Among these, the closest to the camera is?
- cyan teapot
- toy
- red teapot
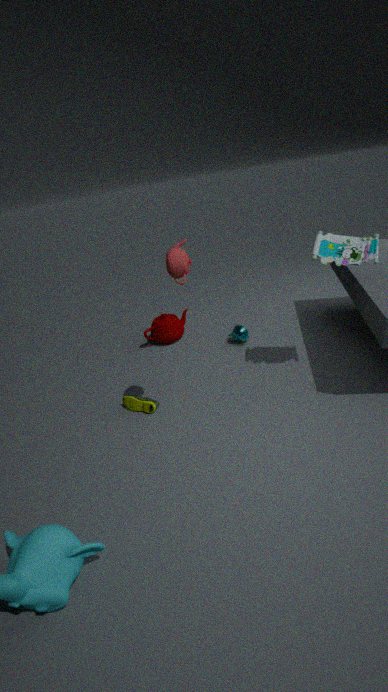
red teapot
